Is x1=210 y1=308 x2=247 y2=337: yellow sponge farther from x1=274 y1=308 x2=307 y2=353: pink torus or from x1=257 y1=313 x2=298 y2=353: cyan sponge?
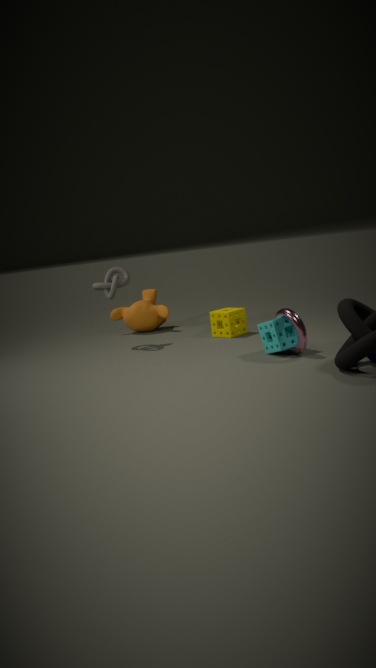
x1=274 y1=308 x2=307 y2=353: pink torus
